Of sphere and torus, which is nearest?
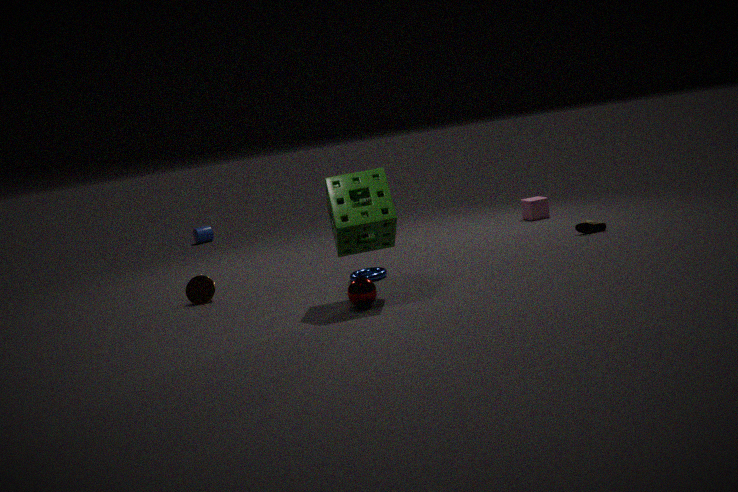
sphere
